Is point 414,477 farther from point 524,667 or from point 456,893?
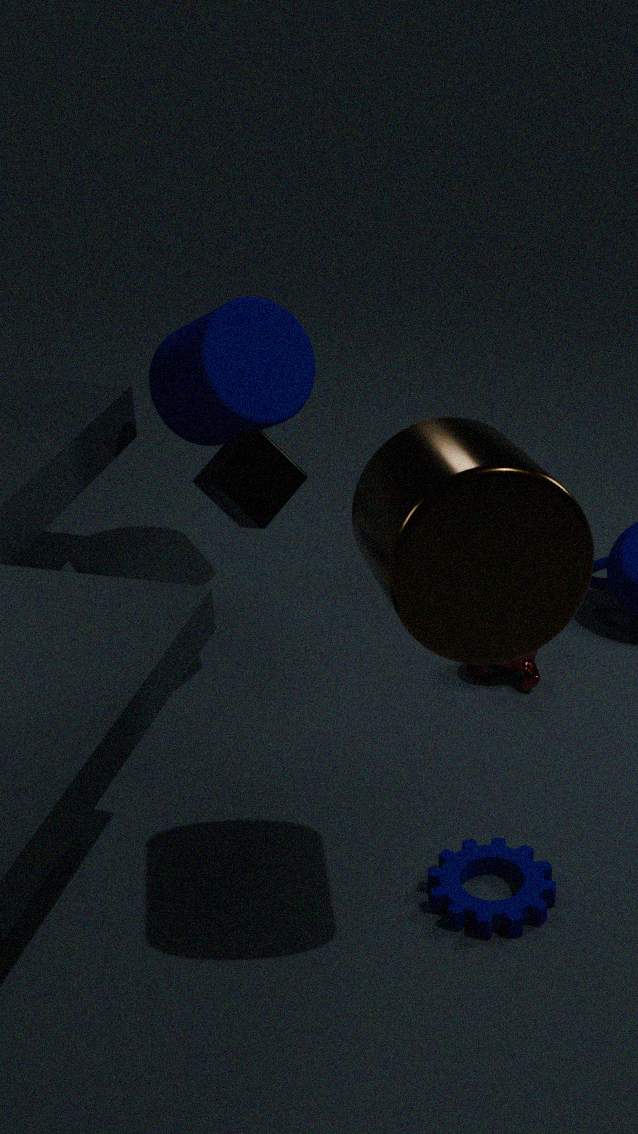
point 524,667
